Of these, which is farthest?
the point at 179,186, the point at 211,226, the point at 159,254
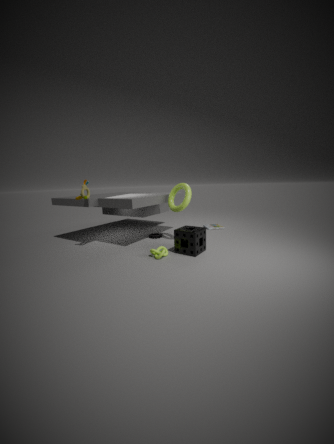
the point at 211,226
